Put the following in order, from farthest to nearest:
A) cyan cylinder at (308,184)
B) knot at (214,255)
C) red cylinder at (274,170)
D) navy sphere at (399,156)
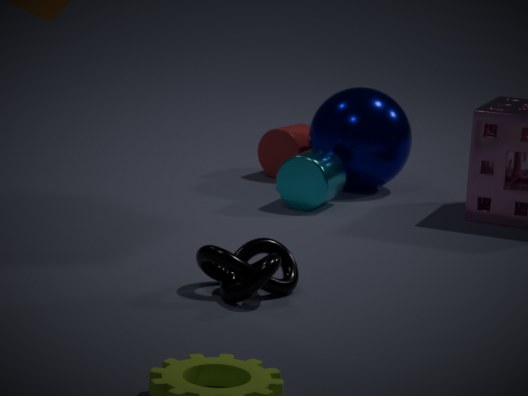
1. red cylinder at (274,170)
2. navy sphere at (399,156)
3. cyan cylinder at (308,184)
4. knot at (214,255)
